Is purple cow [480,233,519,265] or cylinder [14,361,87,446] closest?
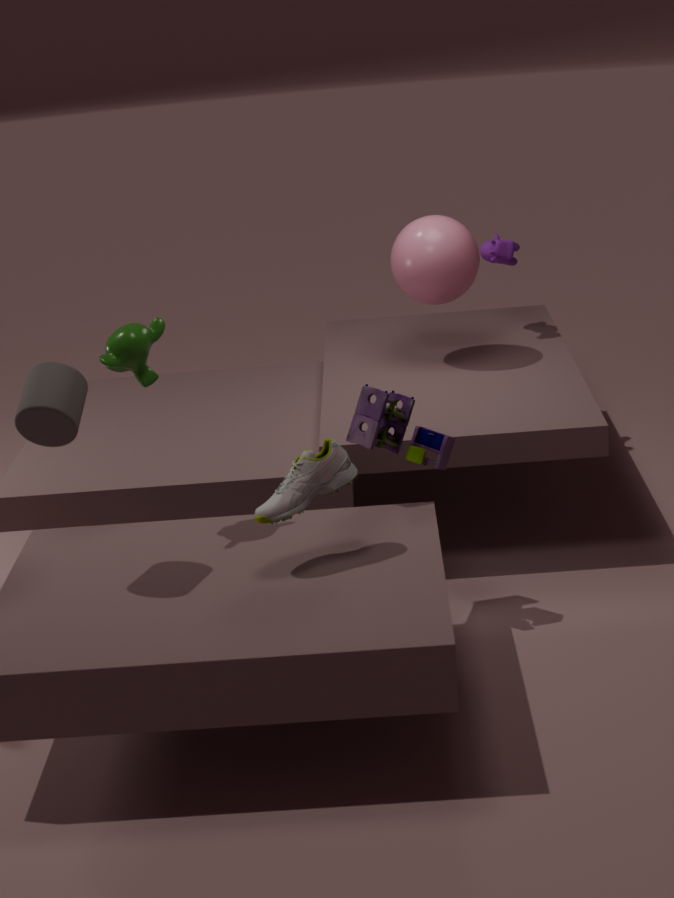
cylinder [14,361,87,446]
